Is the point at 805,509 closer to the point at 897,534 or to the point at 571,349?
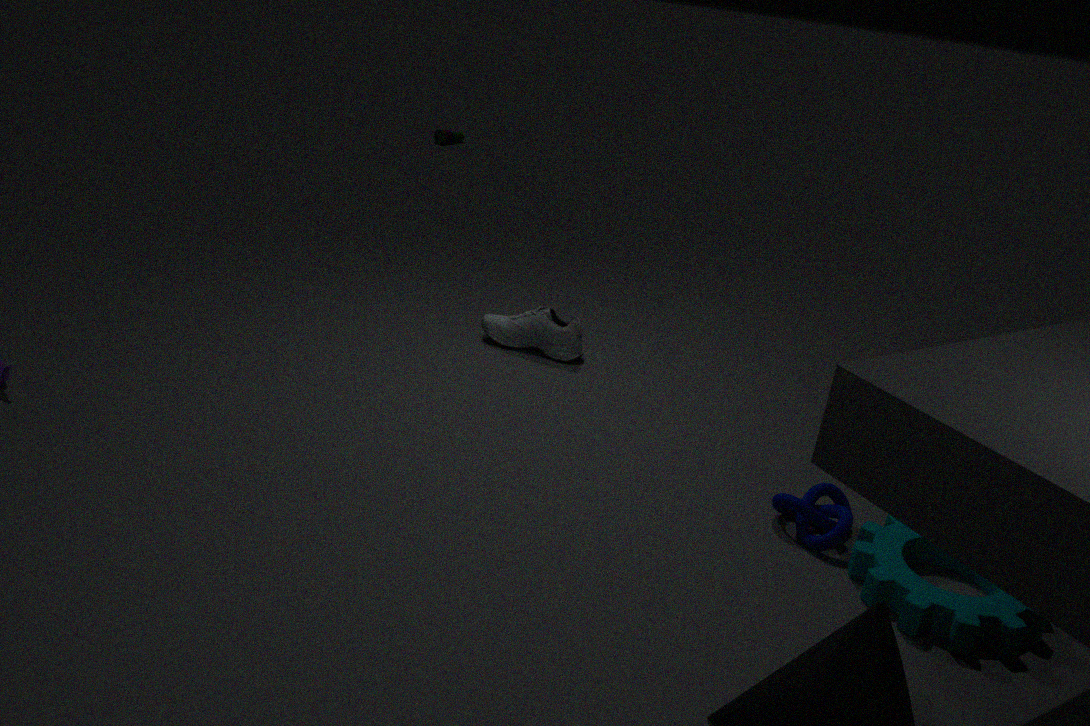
the point at 897,534
